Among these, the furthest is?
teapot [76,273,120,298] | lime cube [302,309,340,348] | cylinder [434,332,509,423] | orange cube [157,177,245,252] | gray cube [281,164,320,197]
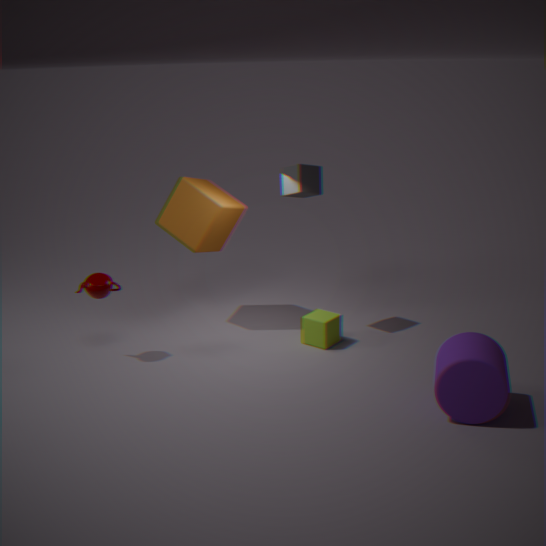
orange cube [157,177,245,252]
